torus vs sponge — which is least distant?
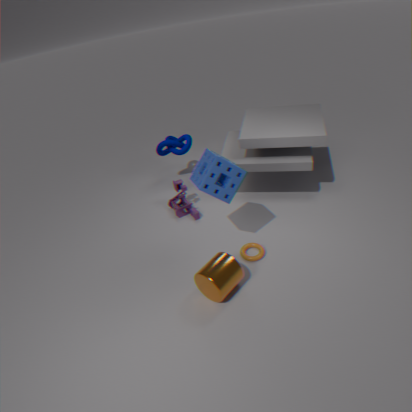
sponge
